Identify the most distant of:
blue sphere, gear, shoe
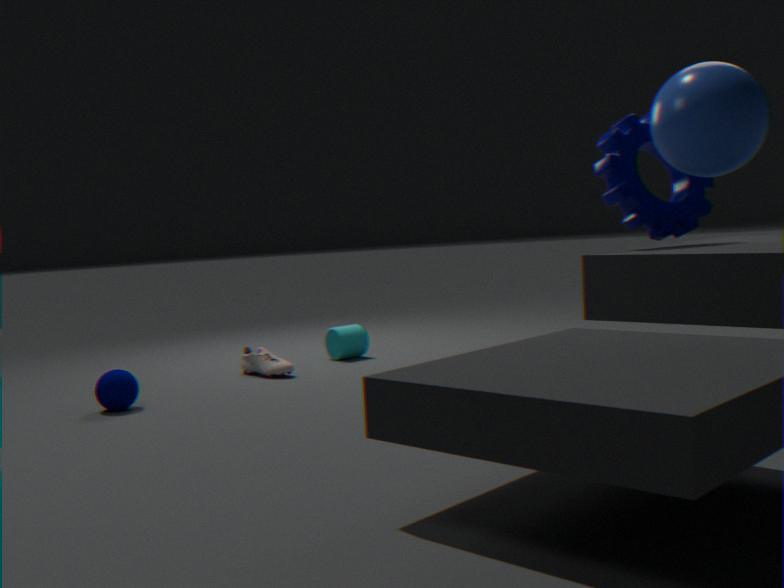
shoe
